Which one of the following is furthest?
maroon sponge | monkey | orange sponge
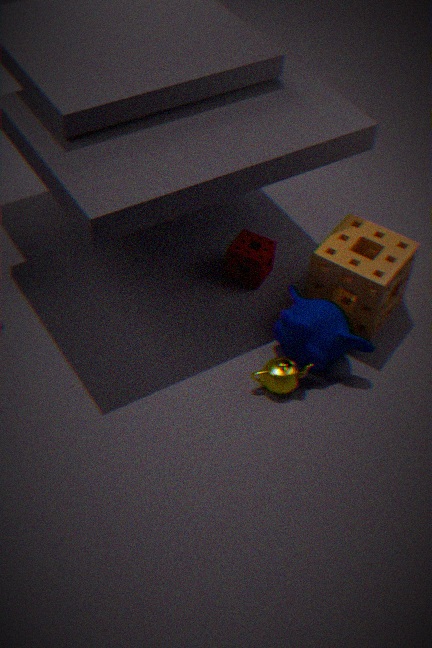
maroon sponge
